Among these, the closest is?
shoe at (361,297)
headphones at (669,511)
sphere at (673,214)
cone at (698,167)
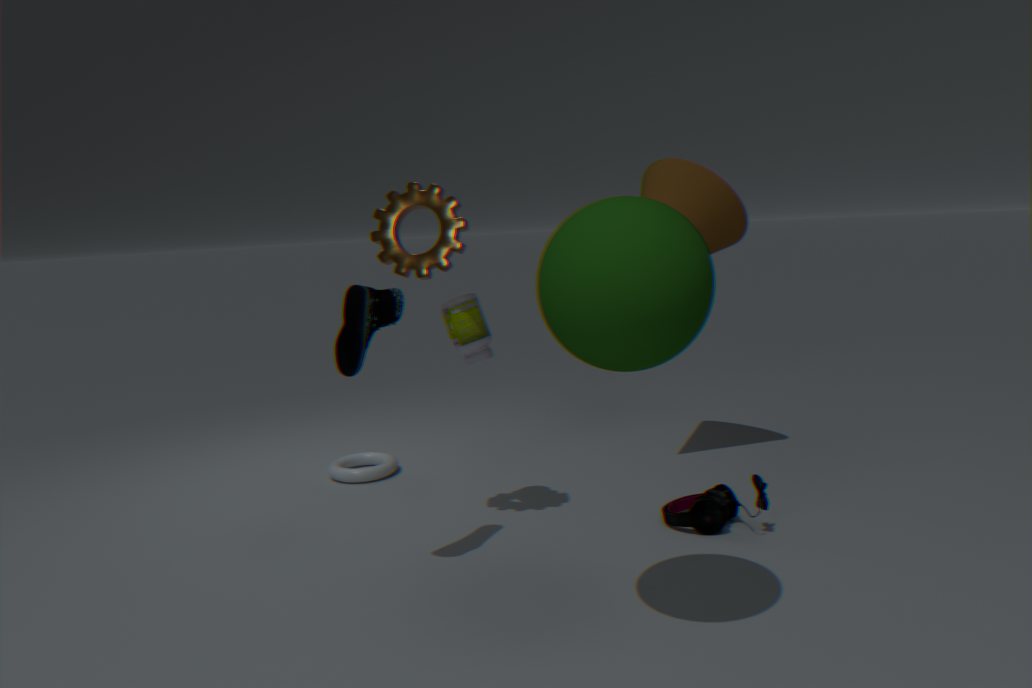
sphere at (673,214)
